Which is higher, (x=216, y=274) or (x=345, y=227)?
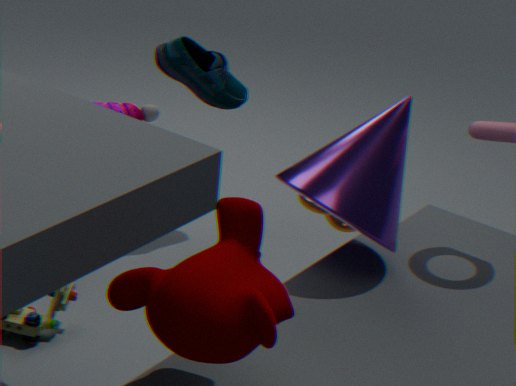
(x=216, y=274)
